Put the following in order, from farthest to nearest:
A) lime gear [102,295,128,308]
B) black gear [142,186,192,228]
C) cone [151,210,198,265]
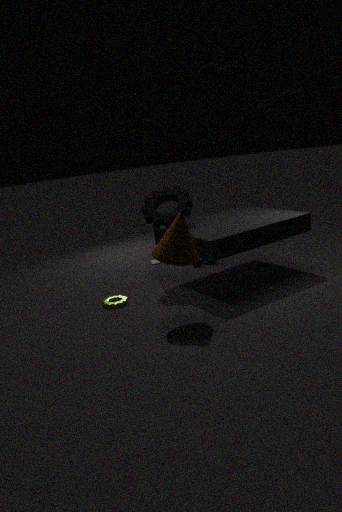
black gear [142,186,192,228] < lime gear [102,295,128,308] < cone [151,210,198,265]
